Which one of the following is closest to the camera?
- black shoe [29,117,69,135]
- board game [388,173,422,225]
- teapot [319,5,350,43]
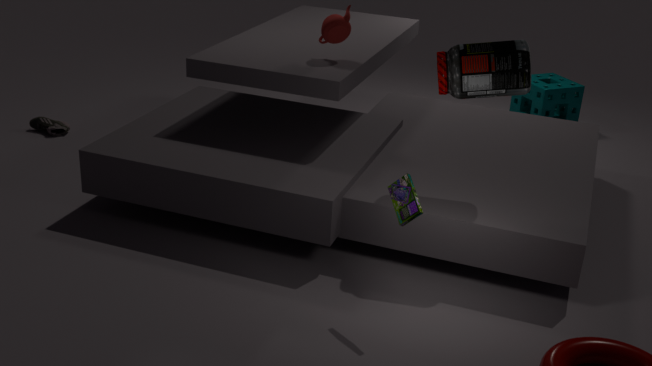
board game [388,173,422,225]
